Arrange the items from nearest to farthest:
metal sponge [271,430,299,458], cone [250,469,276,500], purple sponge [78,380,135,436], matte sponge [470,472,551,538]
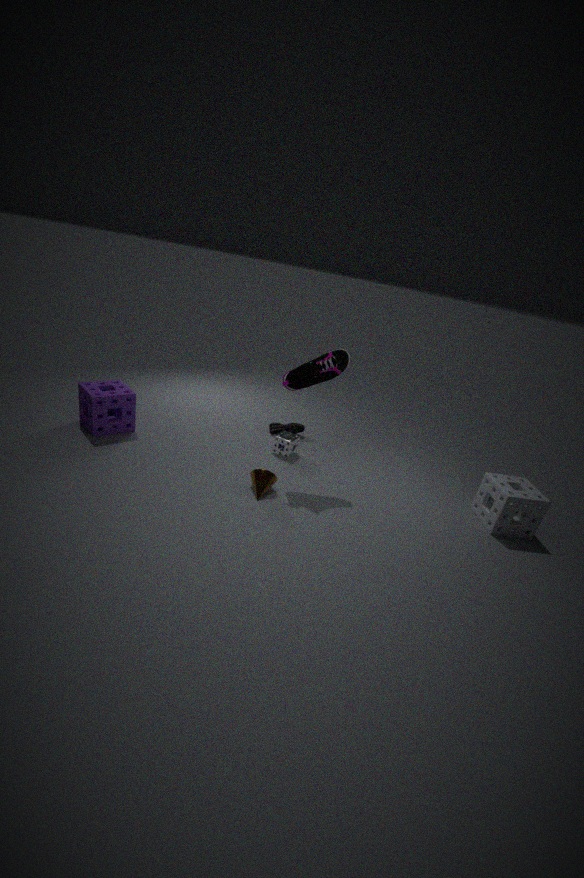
cone [250,469,276,500] → matte sponge [470,472,551,538] → purple sponge [78,380,135,436] → metal sponge [271,430,299,458]
